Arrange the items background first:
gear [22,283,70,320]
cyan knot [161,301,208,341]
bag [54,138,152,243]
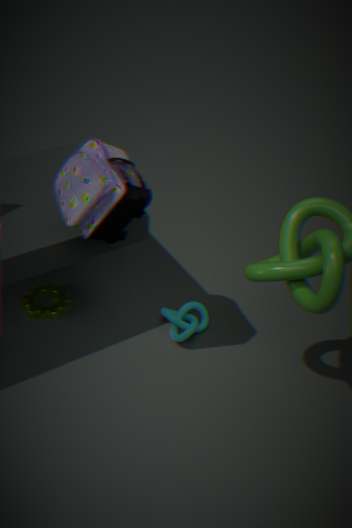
gear [22,283,70,320], cyan knot [161,301,208,341], bag [54,138,152,243]
